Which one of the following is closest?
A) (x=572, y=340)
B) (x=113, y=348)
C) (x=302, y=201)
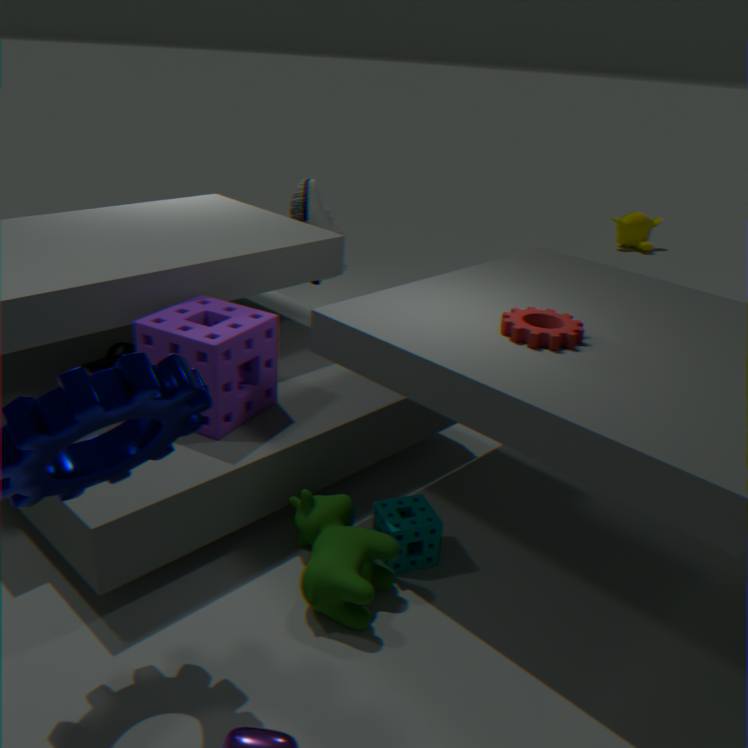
(x=572, y=340)
